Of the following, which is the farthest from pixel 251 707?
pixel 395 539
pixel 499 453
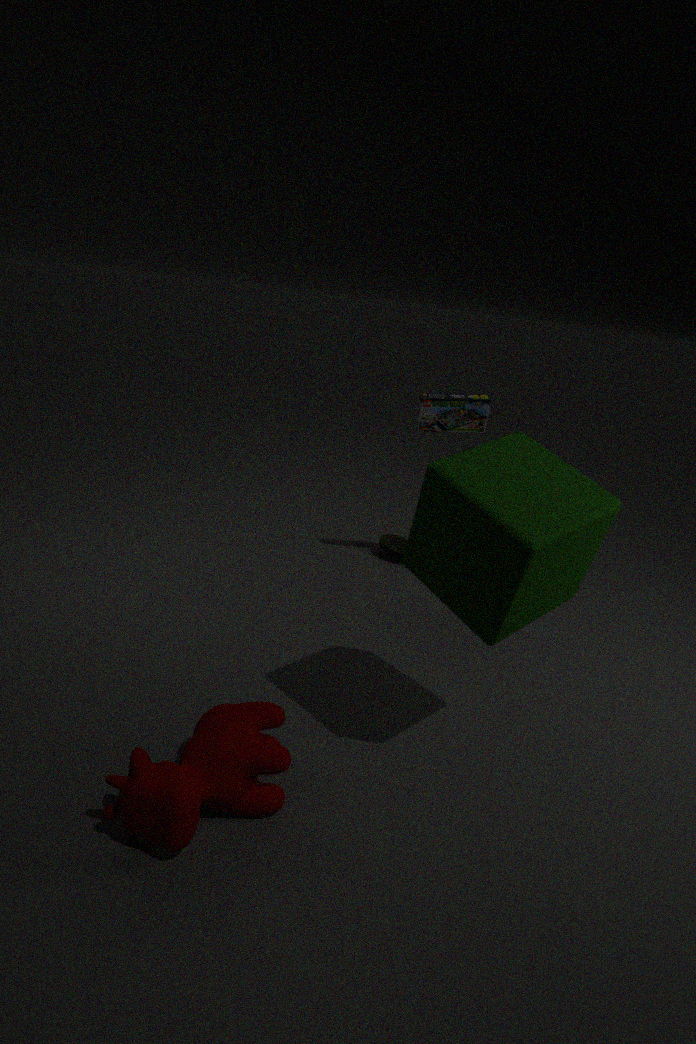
pixel 395 539
